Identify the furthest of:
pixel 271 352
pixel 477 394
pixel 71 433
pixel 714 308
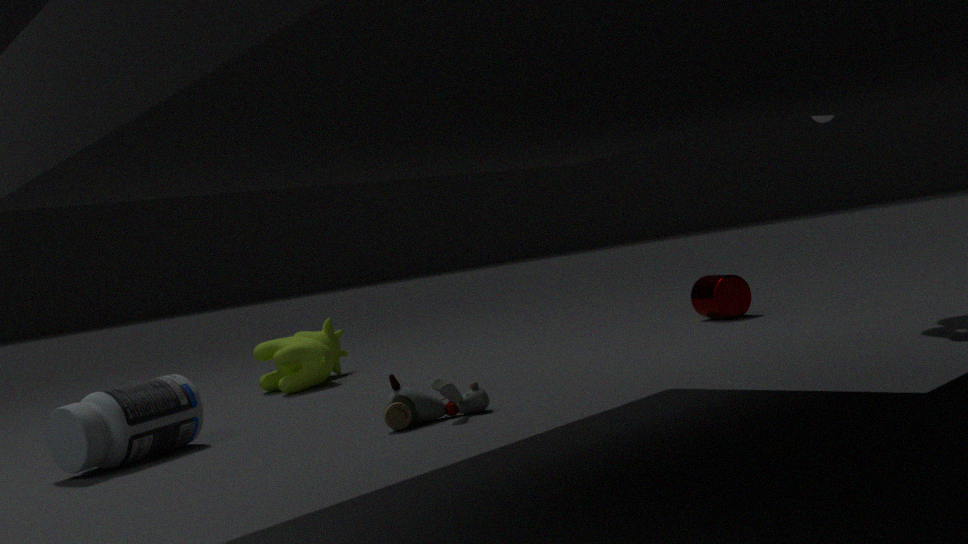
pixel 714 308
